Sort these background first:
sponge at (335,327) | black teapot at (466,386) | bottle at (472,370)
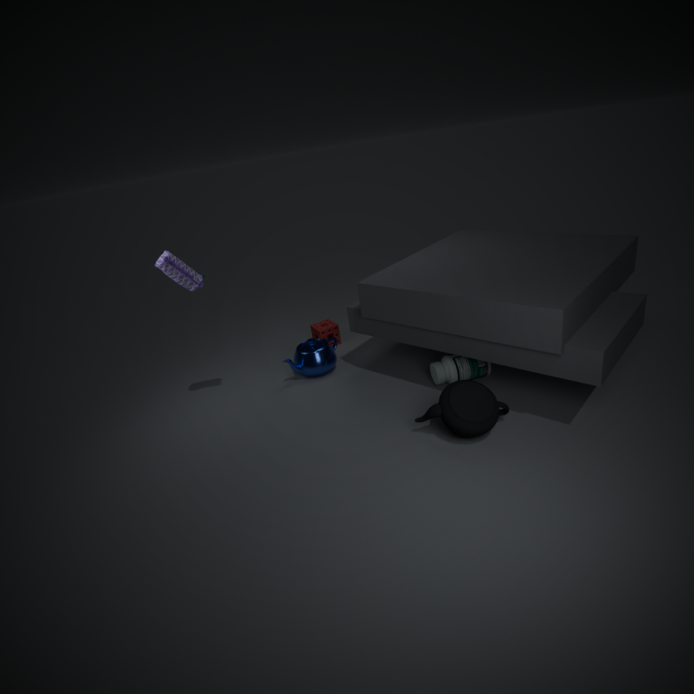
sponge at (335,327) → bottle at (472,370) → black teapot at (466,386)
